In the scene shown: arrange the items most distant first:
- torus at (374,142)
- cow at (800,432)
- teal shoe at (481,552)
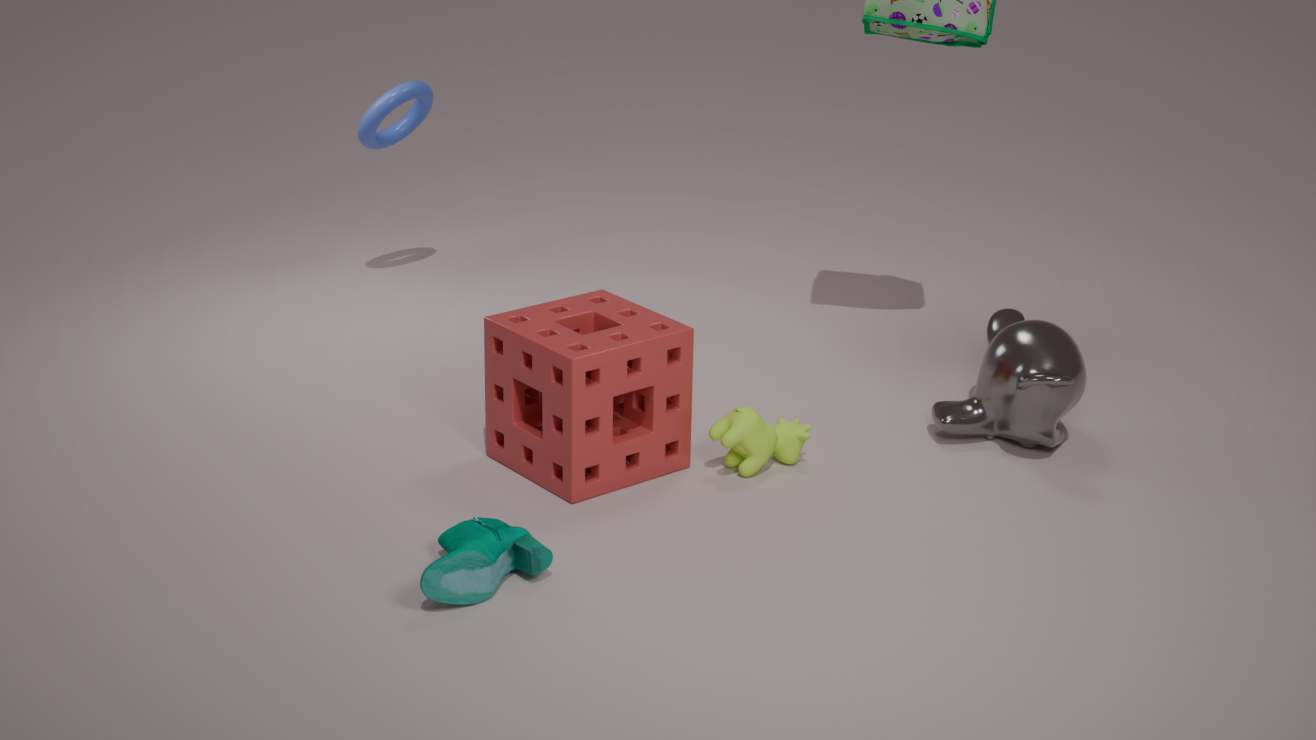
torus at (374,142) < cow at (800,432) < teal shoe at (481,552)
